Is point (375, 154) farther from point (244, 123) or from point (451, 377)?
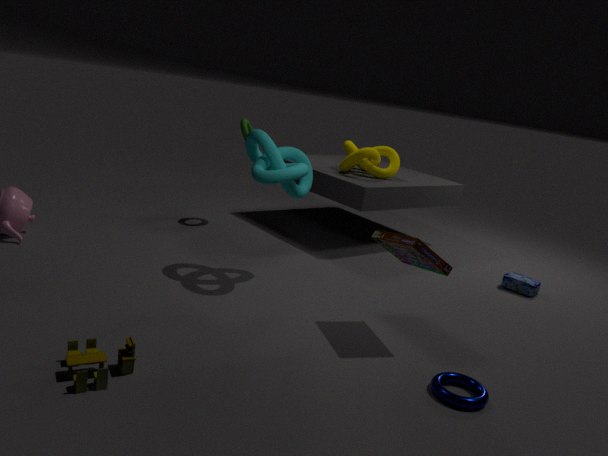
point (451, 377)
